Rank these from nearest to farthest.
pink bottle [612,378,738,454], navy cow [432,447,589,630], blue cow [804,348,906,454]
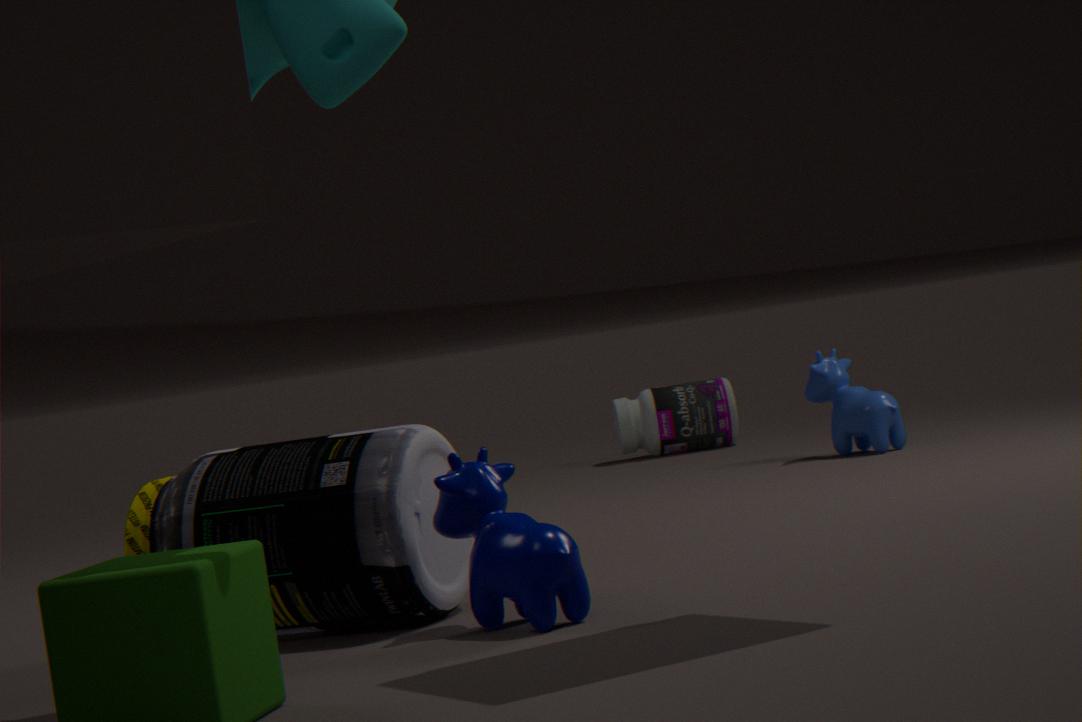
navy cow [432,447,589,630] → blue cow [804,348,906,454] → pink bottle [612,378,738,454]
